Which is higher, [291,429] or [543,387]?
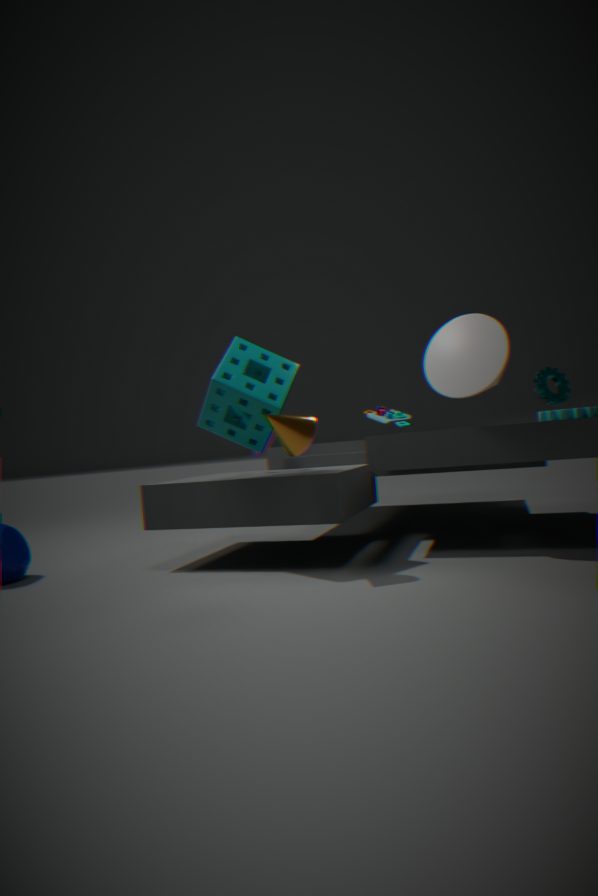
[543,387]
